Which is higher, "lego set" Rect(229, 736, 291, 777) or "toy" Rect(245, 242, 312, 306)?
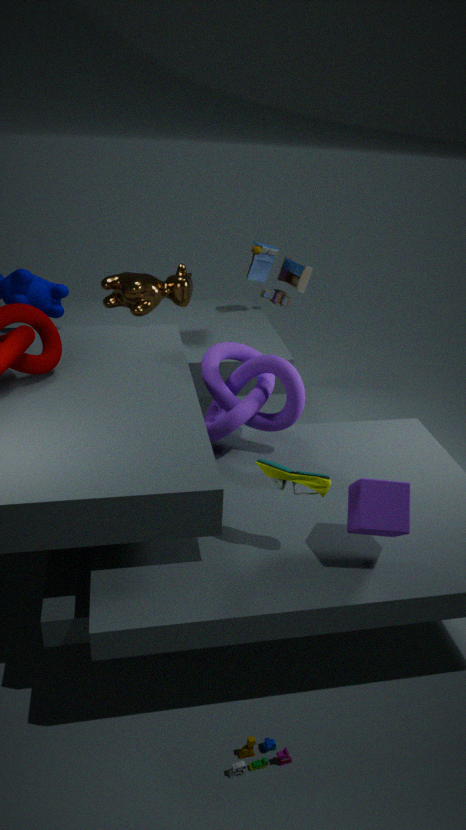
"toy" Rect(245, 242, 312, 306)
